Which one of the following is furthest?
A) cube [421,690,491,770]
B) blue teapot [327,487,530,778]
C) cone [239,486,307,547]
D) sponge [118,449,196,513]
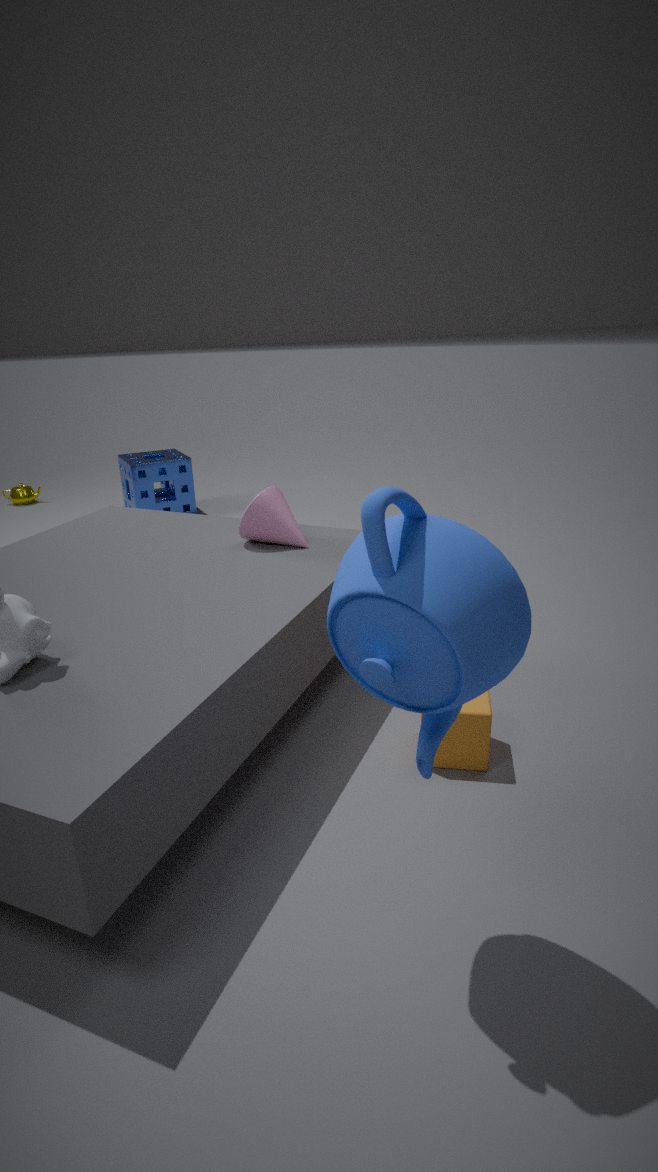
sponge [118,449,196,513]
